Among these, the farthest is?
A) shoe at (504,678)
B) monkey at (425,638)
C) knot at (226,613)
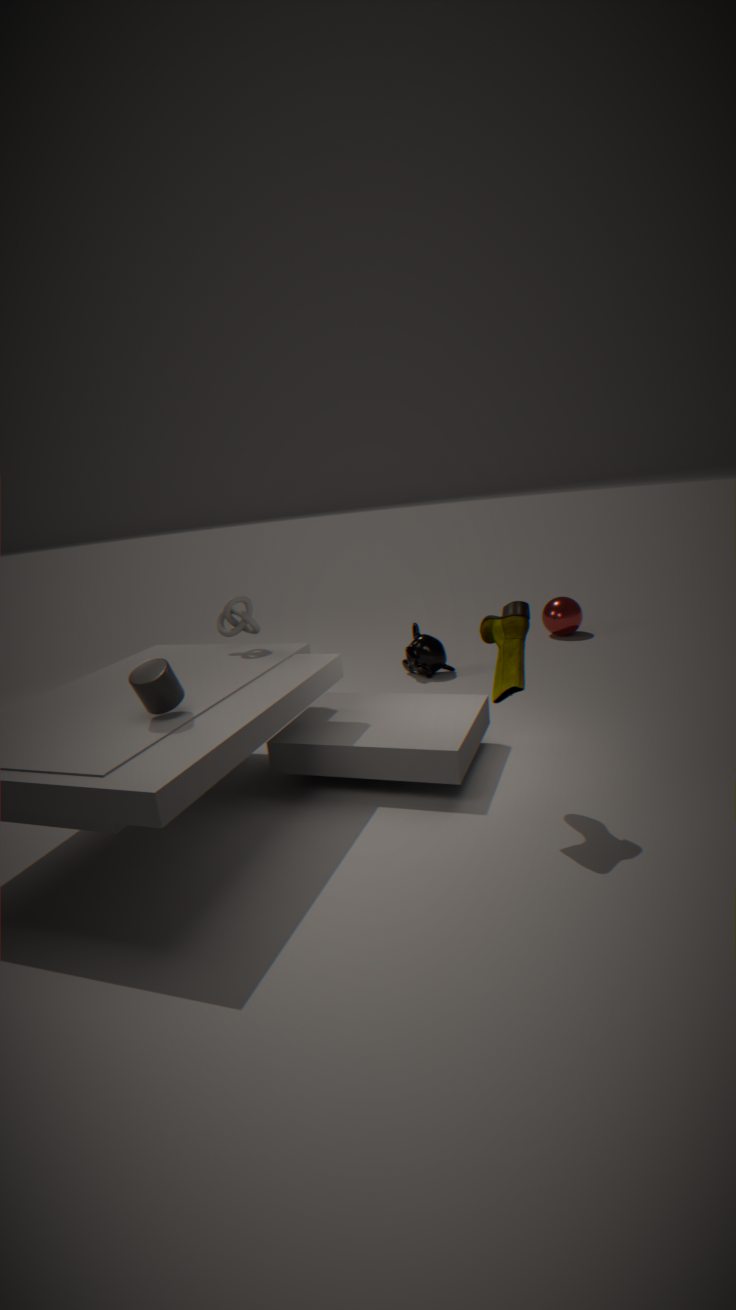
monkey at (425,638)
